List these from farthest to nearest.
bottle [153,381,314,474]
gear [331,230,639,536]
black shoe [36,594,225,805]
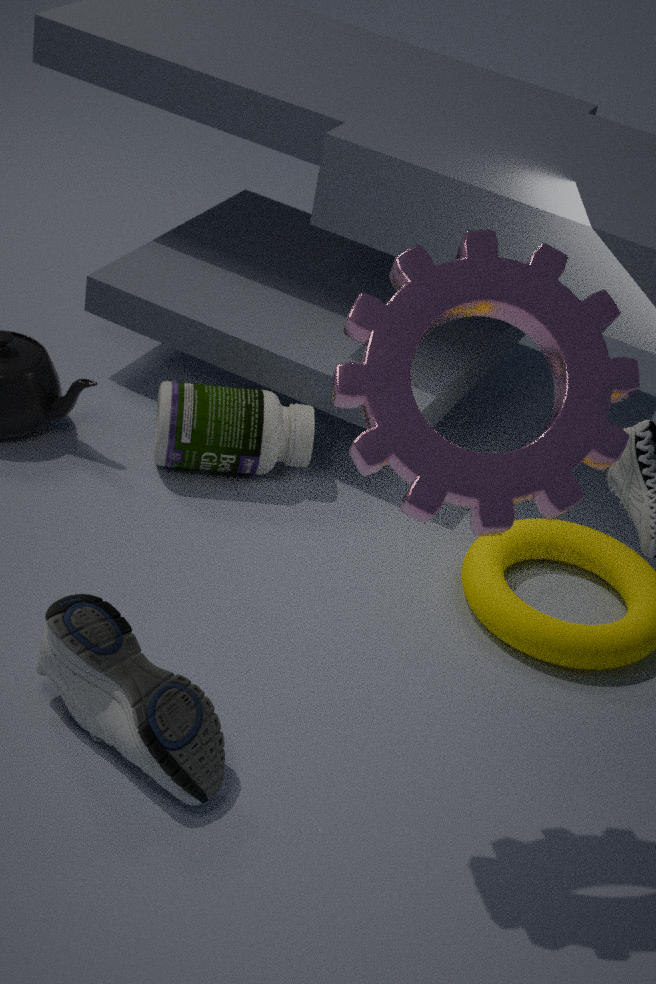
bottle [153,381,314,474], black shoe [36,594,225,805], gear [331,230,639,536]
